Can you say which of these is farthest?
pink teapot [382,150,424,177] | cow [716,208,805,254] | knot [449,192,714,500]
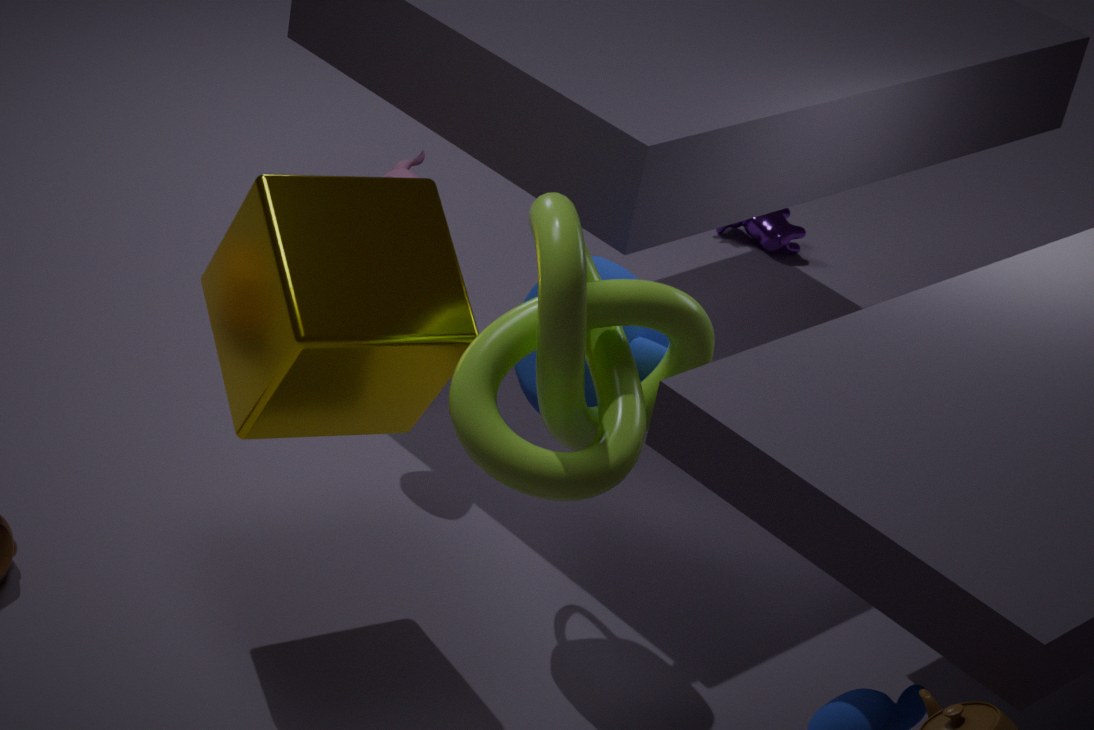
cow [716,208,805,254]
